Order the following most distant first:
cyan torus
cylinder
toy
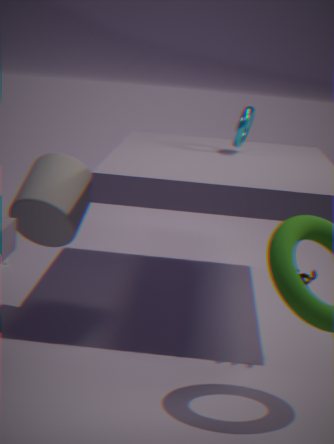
1. cyan torus
2. cylinder
3. toy
